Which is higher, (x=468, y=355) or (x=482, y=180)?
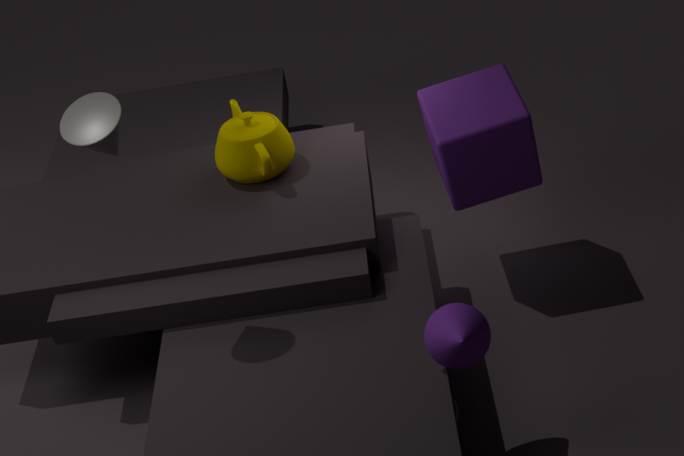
(x=482, y=180)
